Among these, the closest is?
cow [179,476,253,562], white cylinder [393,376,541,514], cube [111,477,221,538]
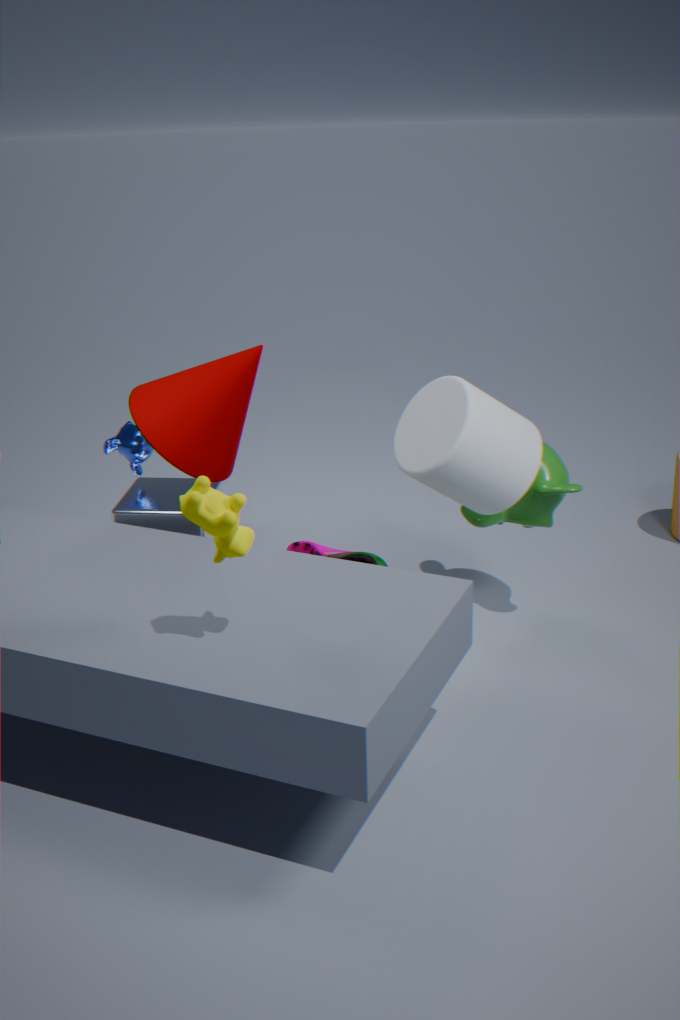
cow [179,476,253,562]
